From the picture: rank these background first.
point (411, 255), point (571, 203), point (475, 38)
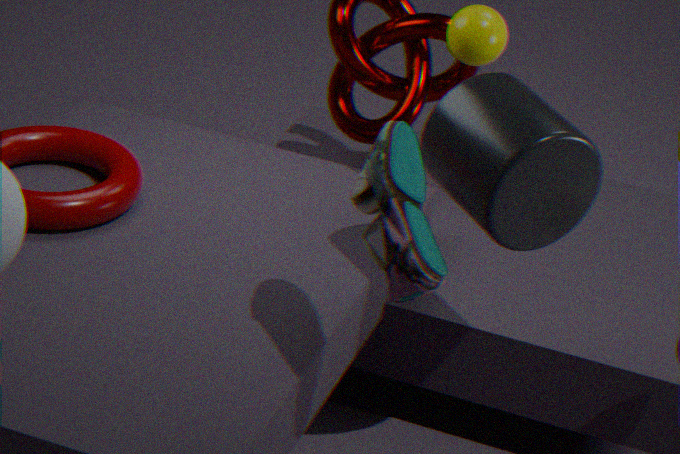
point (475, 38) < point (571, 203) < point (411, 255)
